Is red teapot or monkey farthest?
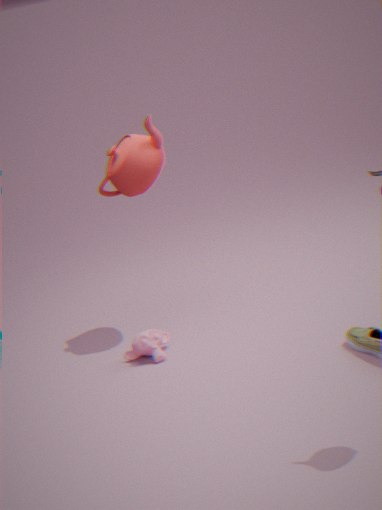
red teapot
